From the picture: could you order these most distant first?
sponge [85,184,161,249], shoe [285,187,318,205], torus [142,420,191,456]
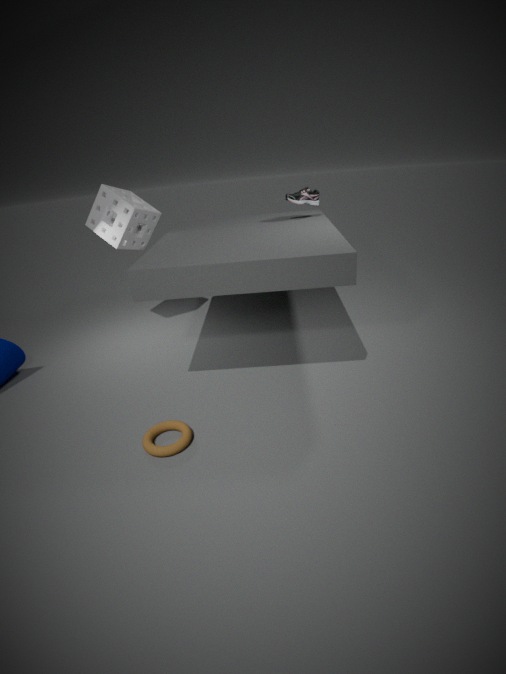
1. sponge [85,184,161,249]
2. shoe [285,187,318,205]
3. torus [142,420,191,456]
